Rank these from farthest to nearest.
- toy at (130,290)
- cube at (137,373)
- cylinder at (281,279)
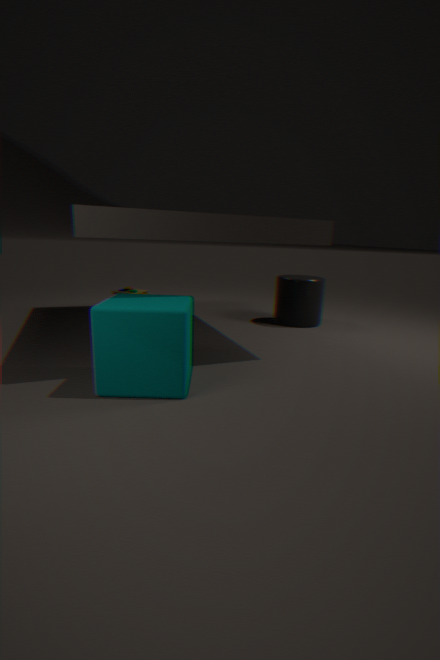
toy at (130,290) → cylinder at (281,279) → cube at (137,373)
